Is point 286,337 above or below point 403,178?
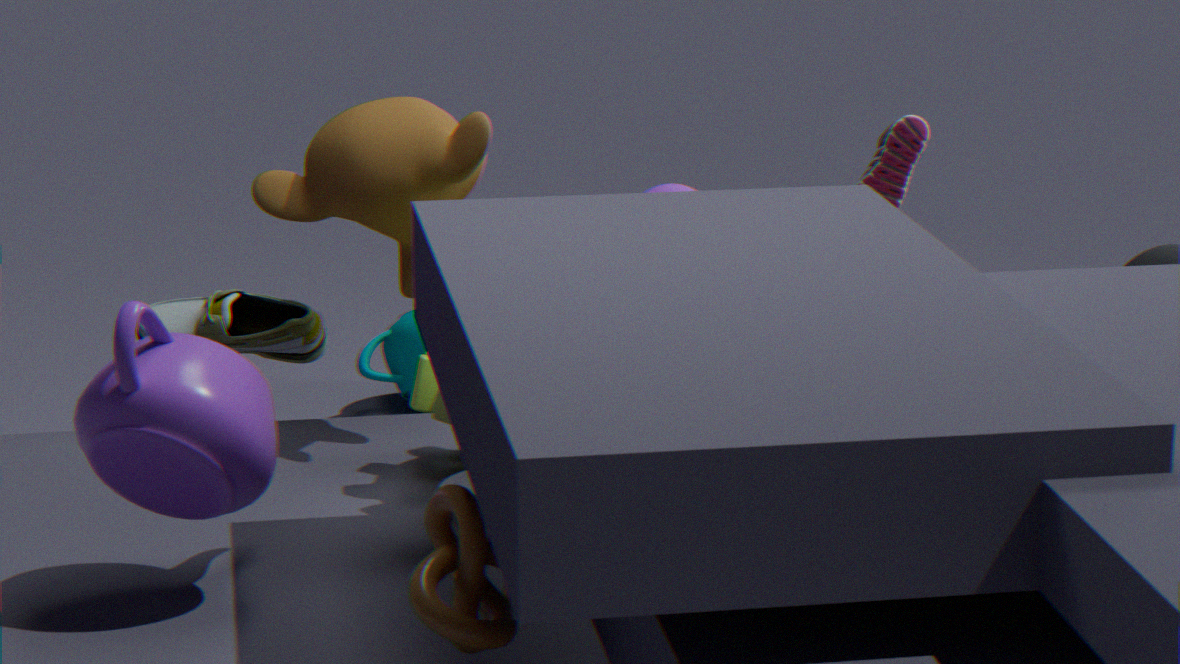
below
